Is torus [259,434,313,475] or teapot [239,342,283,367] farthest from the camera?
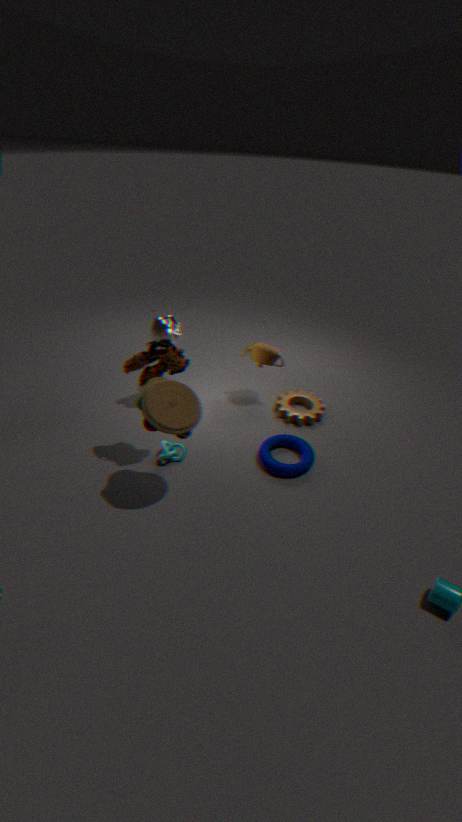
teapot [239,342,283,367]
